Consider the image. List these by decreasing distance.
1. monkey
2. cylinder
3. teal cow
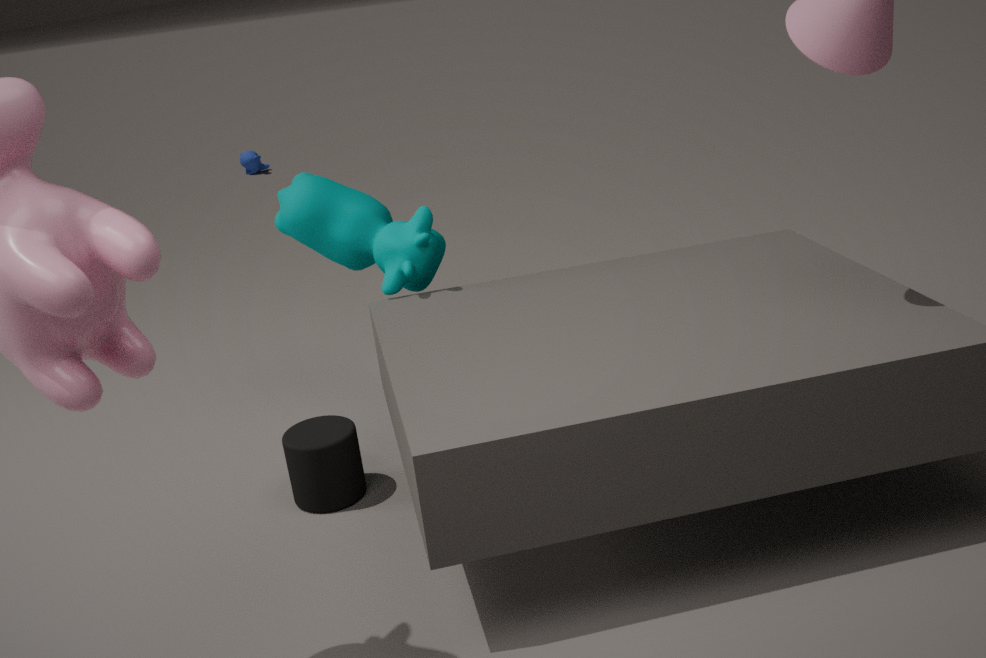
1. monkey
2. teal cow
3. cylinder
